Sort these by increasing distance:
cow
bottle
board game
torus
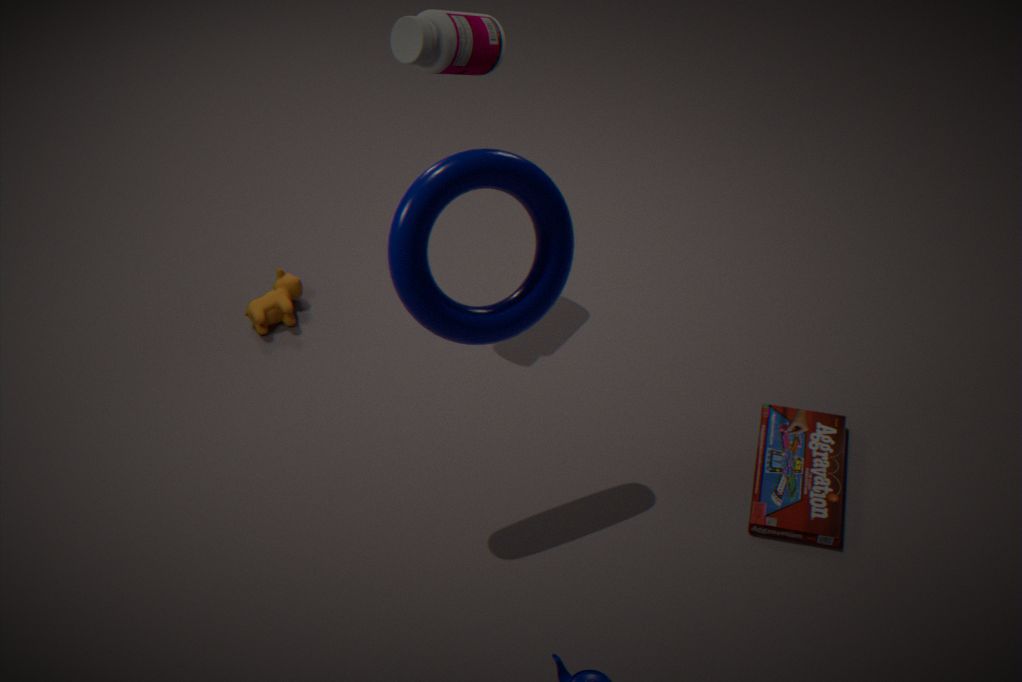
1. torus
2. board game
3. bottle
4. cow
